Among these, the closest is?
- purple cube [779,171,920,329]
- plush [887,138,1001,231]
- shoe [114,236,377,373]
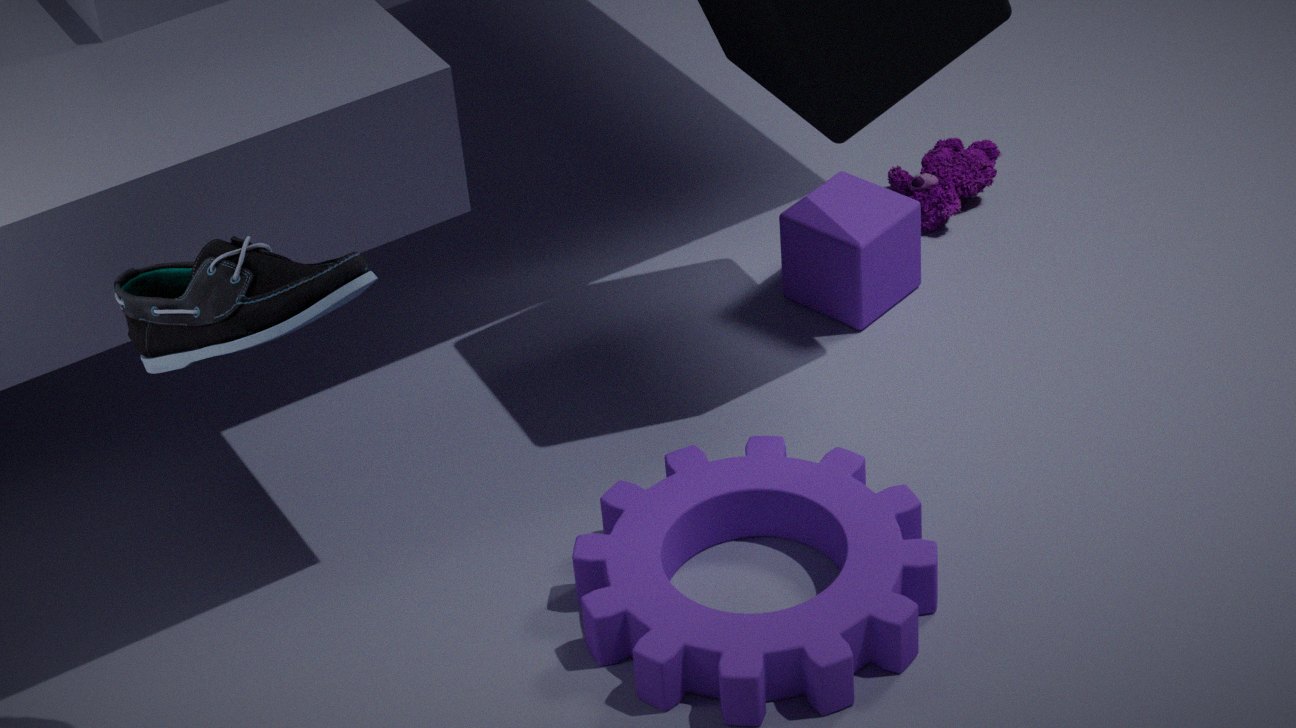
shoe [114,236,377,373]
